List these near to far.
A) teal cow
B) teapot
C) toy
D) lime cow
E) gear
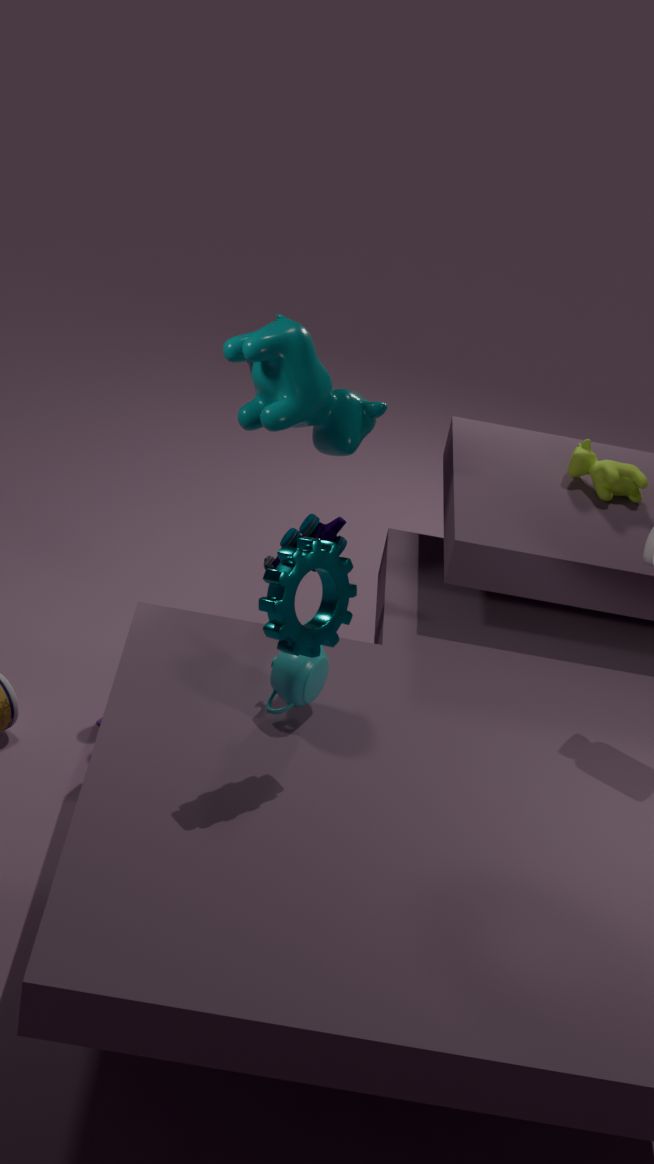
Result: gear < teapot < toy < teal cow < lime cow
